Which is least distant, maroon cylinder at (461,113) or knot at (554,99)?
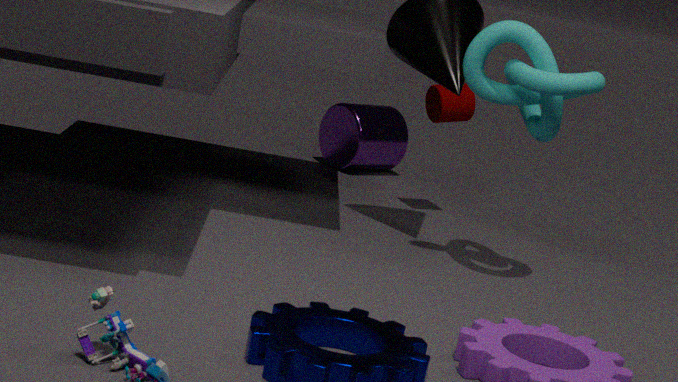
knot at (554,99)
